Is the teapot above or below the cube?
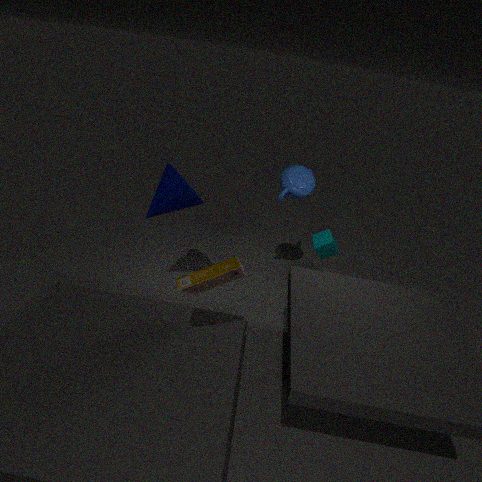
above
